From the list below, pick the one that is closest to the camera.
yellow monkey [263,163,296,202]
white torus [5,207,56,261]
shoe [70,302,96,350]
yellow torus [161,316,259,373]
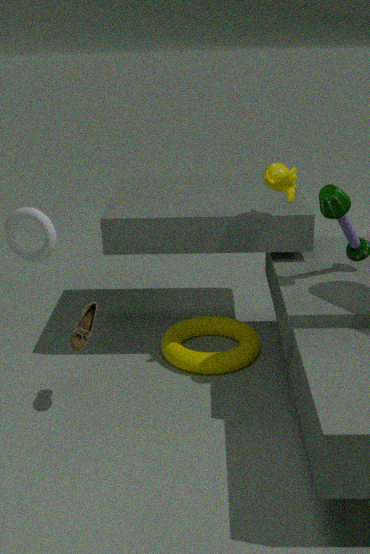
shoe [70,302,96,350]
